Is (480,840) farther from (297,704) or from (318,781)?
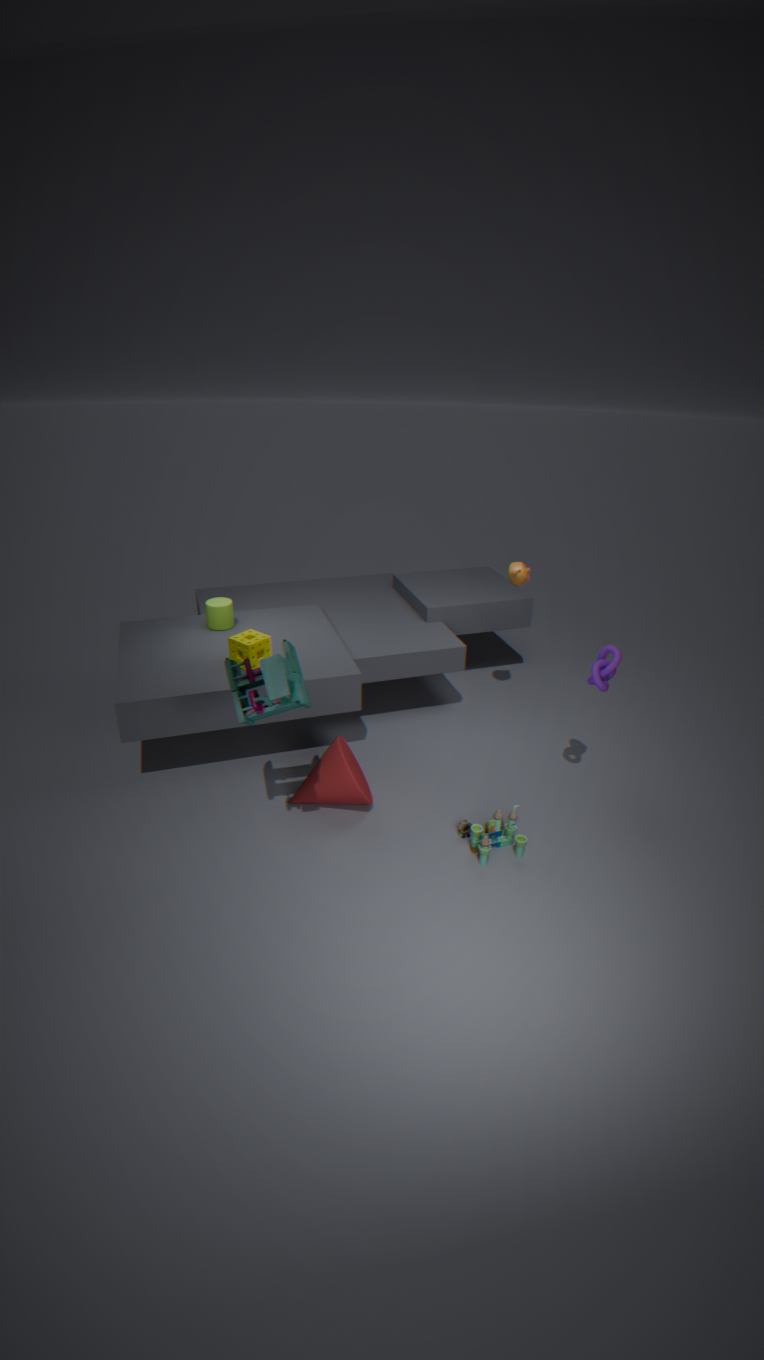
(297,704)
